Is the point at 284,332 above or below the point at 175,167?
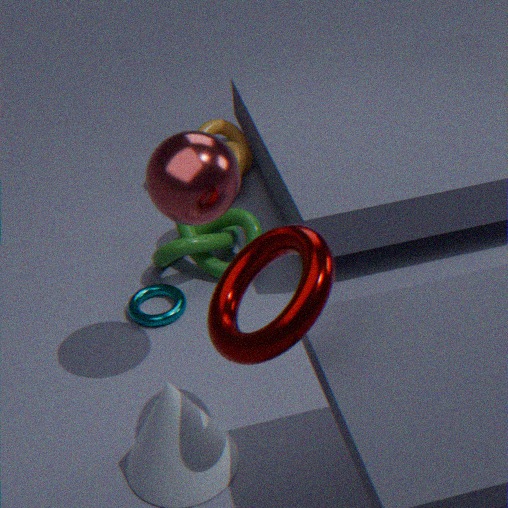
below
